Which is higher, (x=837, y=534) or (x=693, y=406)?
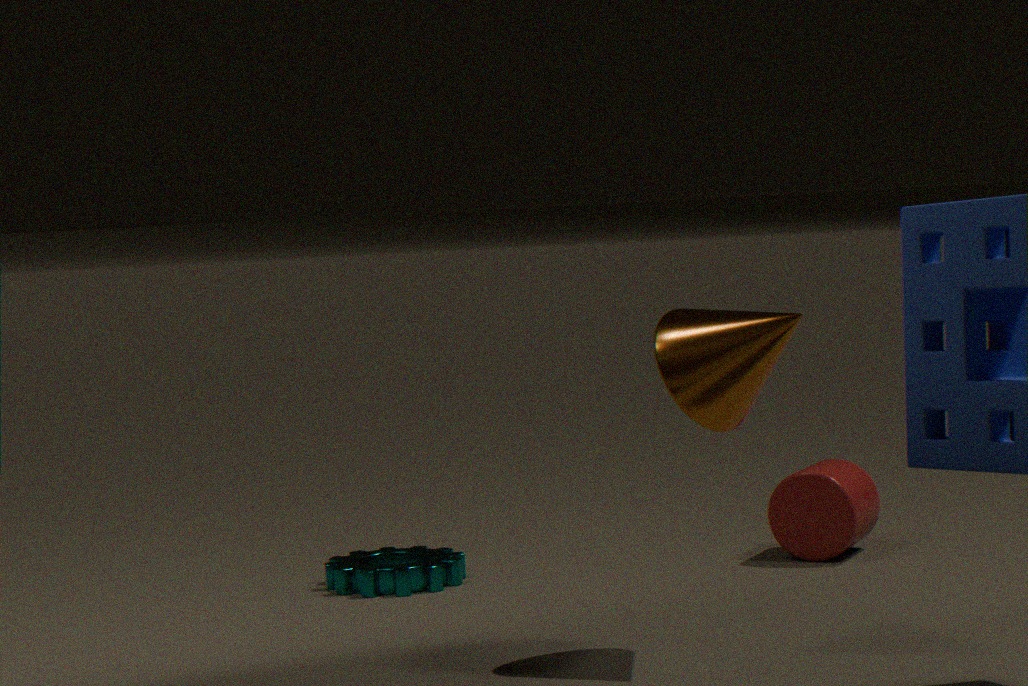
(x=693, y=406)
